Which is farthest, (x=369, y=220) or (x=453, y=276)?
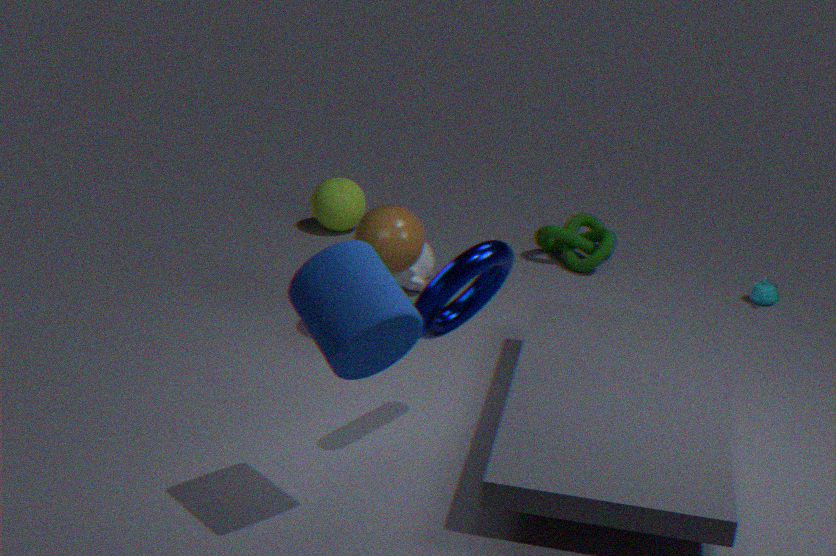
(x=369, y=220)
